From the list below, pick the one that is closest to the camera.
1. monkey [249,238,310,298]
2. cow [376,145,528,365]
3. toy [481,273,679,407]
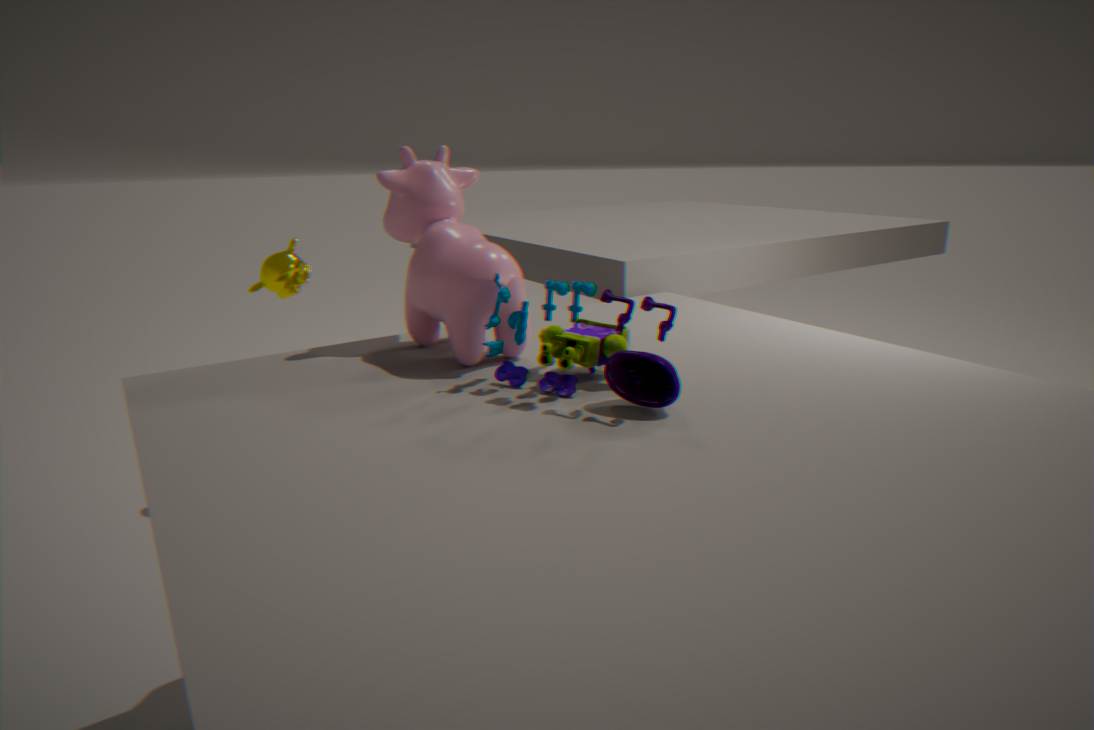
toy [481,273,679,407]
